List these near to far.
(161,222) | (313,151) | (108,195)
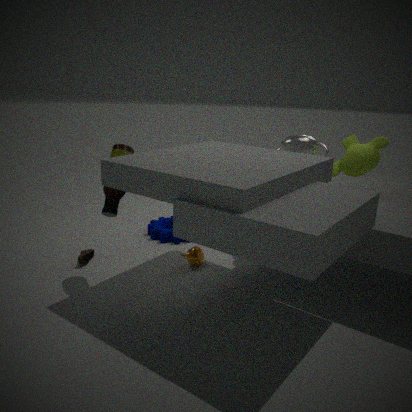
(108,195), (313,151), (161,222)
